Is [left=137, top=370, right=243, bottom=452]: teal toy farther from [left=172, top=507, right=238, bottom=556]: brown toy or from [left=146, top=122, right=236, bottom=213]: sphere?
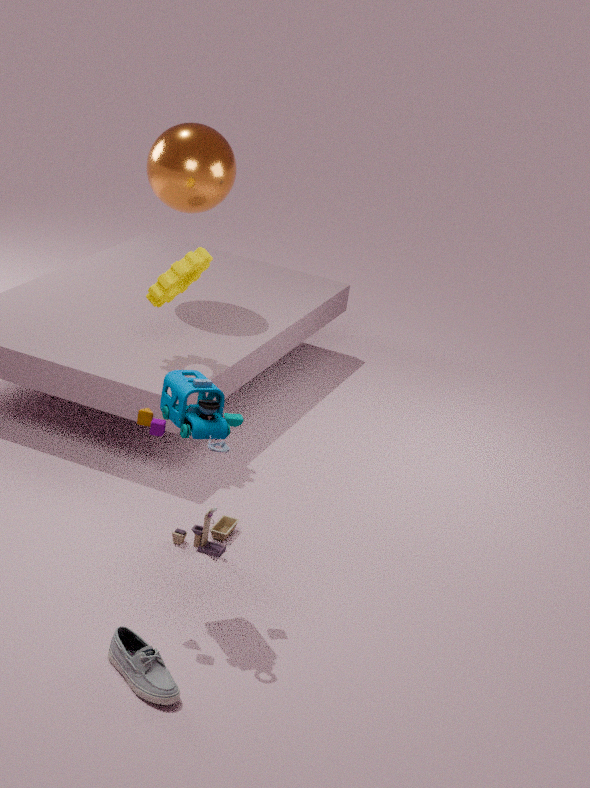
[left=146, top=122, right=236, bottom=213]: sphere
